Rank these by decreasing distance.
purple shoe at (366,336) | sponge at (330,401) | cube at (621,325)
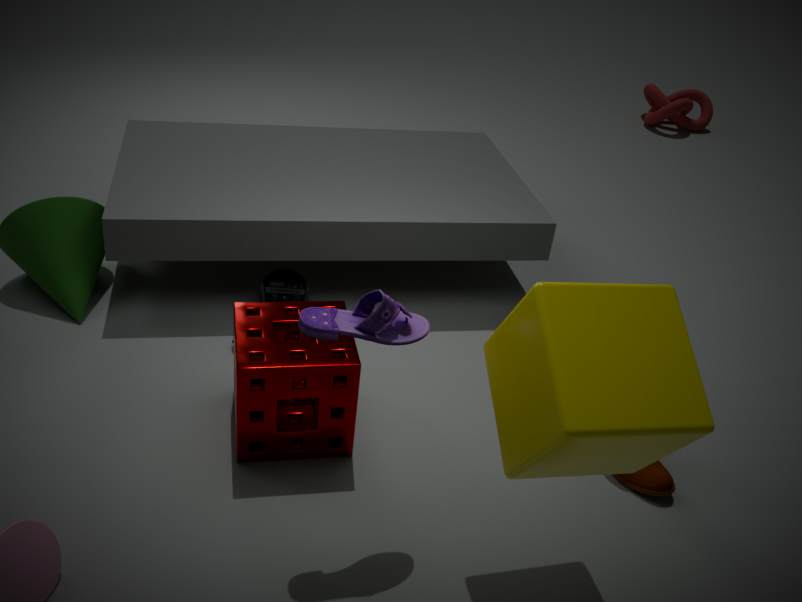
sponge at (330,401) < purple shoe at (366,336) < cube at (621,325)
